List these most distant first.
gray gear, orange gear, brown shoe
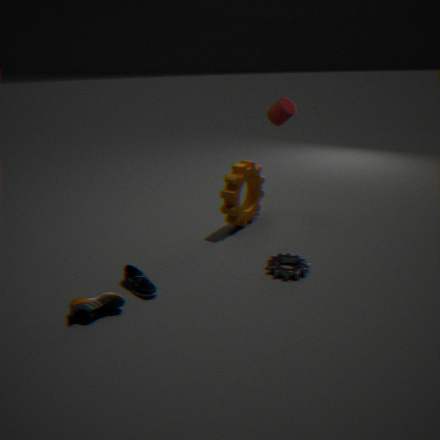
orange gear, gray gear, brown shoe
